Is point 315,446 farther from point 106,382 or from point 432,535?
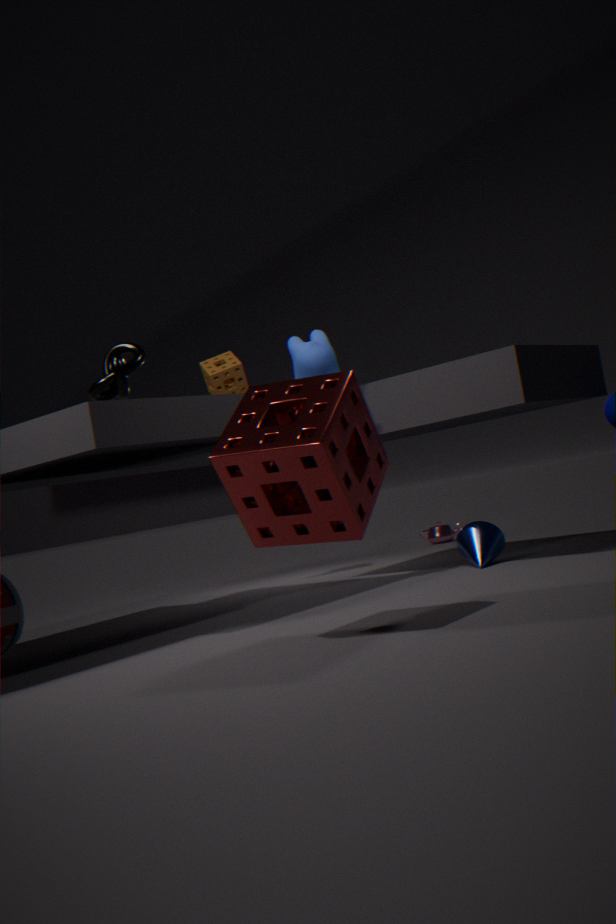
point 432,535
